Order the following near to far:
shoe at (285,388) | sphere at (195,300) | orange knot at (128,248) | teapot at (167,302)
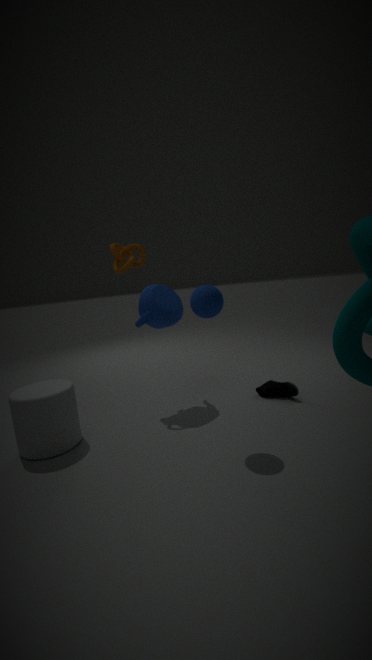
1. sphere at (195,300)
2. teapot at (167,302)
3. shoe at (285,388)
4. orange knot at (128,248)
